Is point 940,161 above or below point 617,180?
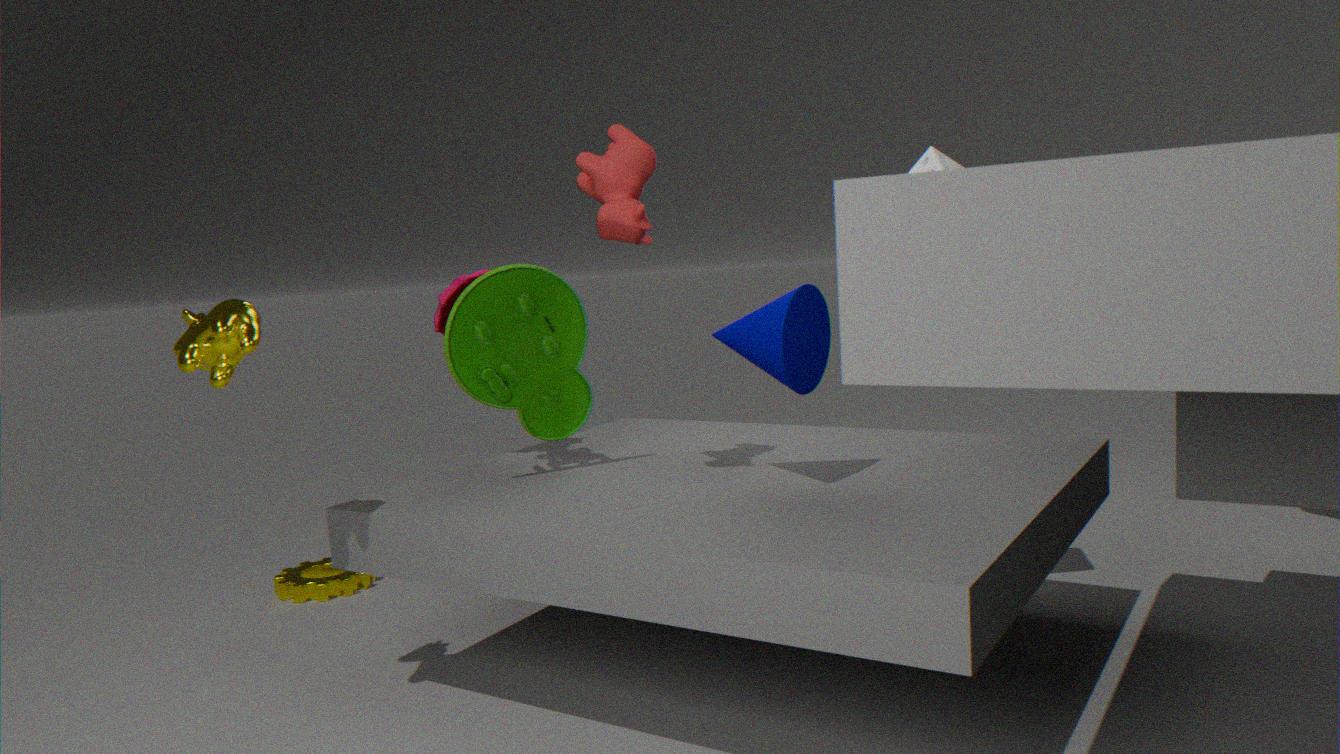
below
